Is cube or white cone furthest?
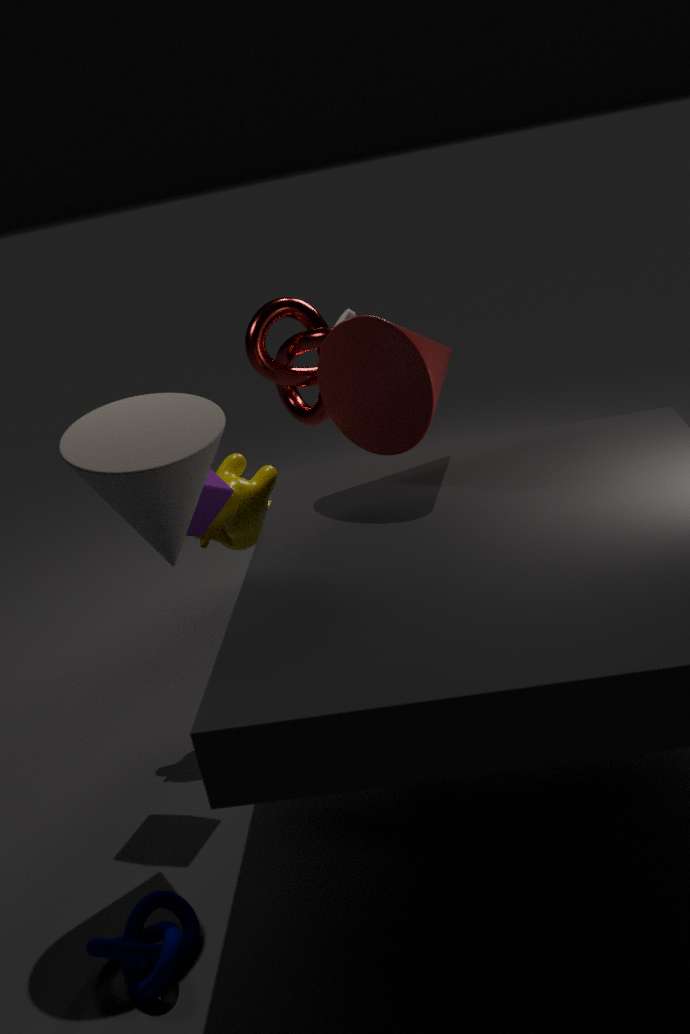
cube
